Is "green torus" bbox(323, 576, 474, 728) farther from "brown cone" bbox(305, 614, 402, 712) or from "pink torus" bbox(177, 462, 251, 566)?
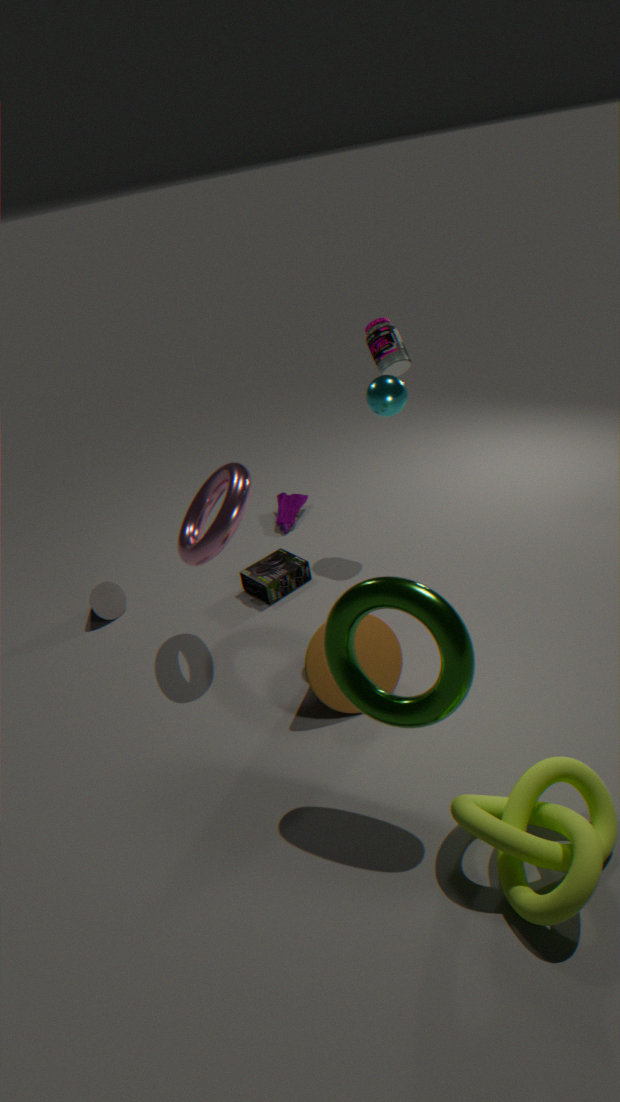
"pink torus" bbox(177, 462, 251, 566)
